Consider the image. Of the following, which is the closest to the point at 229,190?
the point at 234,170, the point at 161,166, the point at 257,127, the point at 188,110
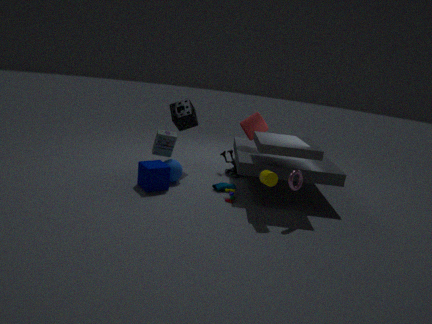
the point at 234,170
